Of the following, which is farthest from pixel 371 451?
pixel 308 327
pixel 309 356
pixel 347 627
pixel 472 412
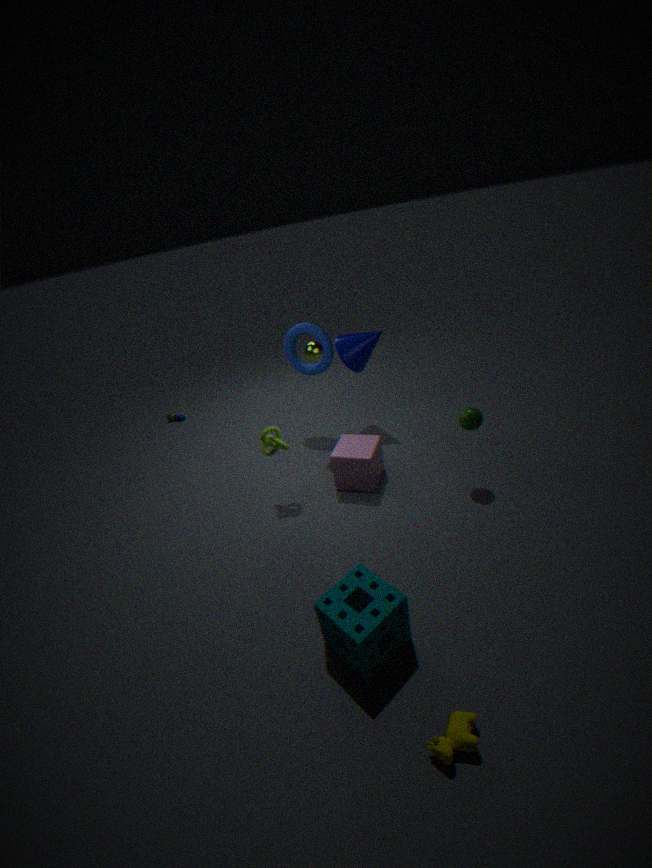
pixel 347 627
